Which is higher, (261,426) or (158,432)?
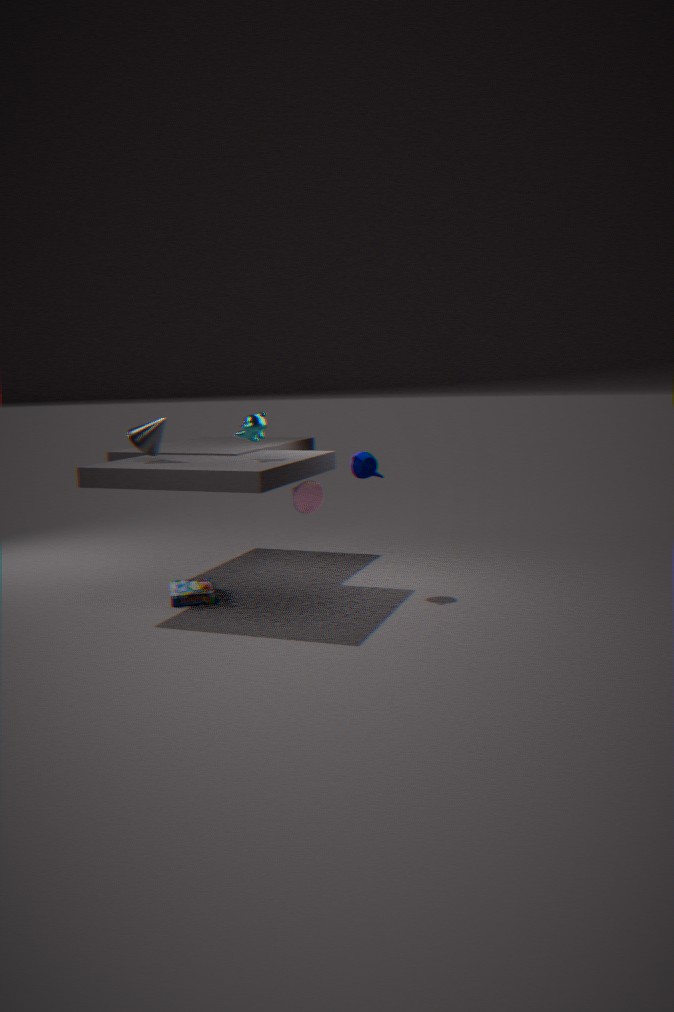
(261,426)
